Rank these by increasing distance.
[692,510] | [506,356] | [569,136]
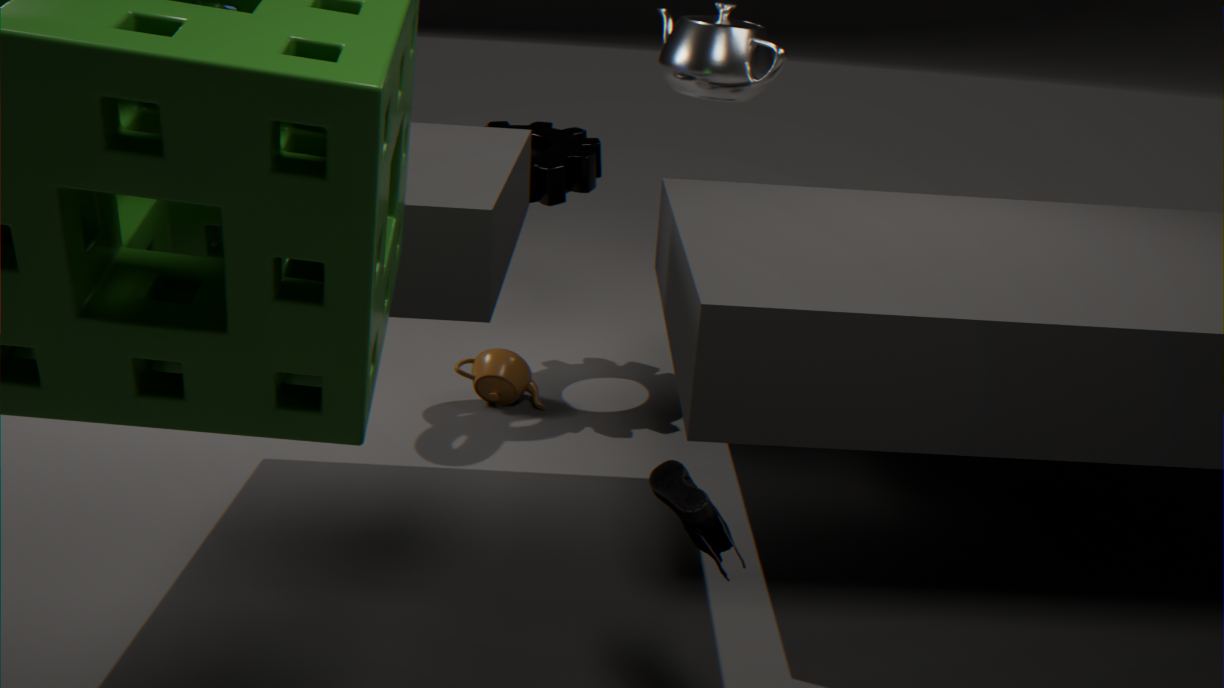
[692,510] < [506,356] < [569,136]
